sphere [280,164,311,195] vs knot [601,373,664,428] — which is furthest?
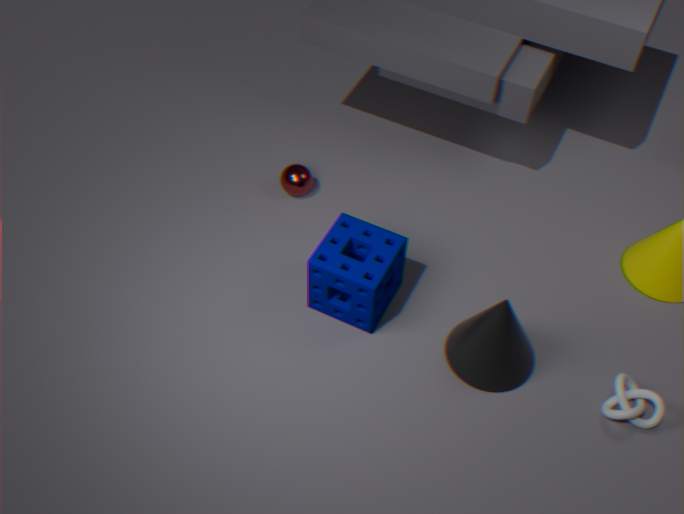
sphere [280,164,311,195]
